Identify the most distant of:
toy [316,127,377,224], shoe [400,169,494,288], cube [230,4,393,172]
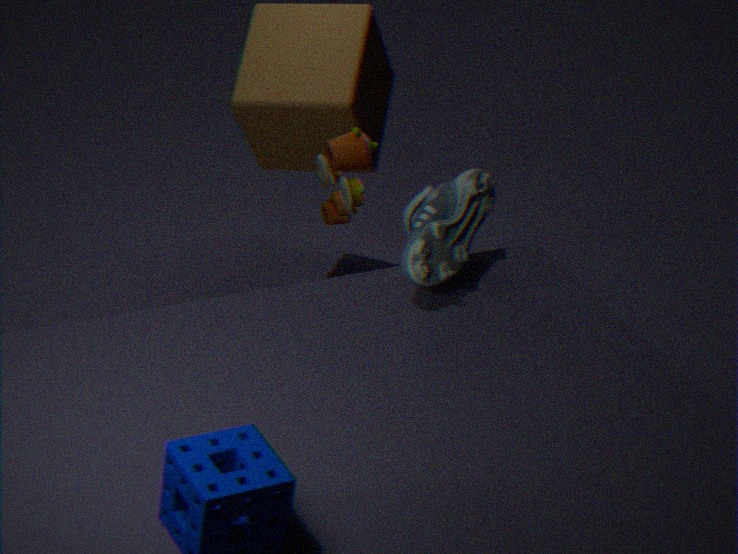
cube [230,4,393,172]
